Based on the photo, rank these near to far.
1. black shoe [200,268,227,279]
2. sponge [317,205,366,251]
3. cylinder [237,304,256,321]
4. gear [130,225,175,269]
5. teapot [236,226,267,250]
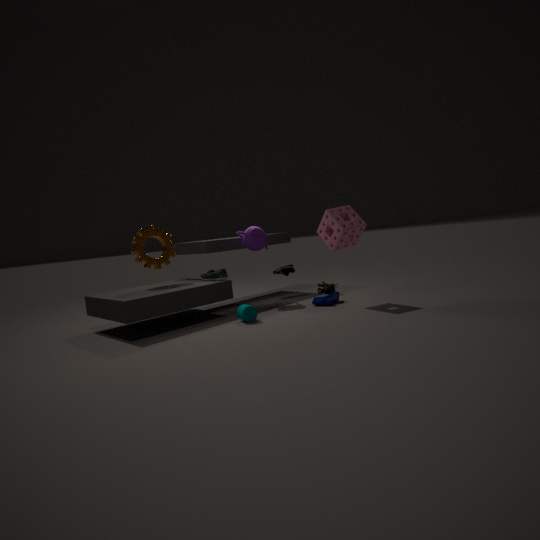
1. cylinder [237,304,256,321]
2. sponge [317,205,366,251]
3. gear [130,225,175,269]
4. black shoe [200,268,227,279]
5. teapot [236,226,267,250]
